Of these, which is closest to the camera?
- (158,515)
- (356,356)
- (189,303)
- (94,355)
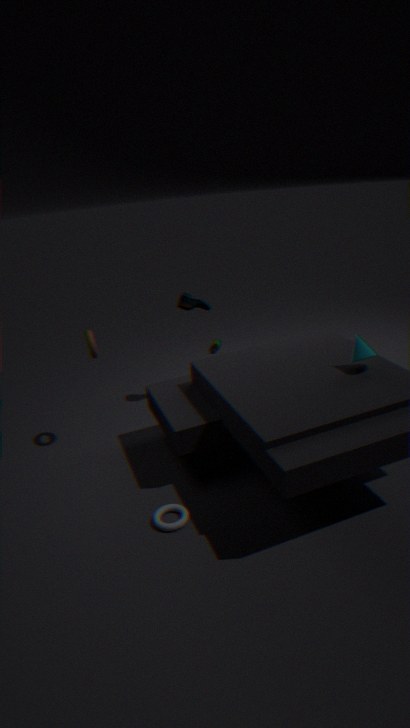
(158,515)
